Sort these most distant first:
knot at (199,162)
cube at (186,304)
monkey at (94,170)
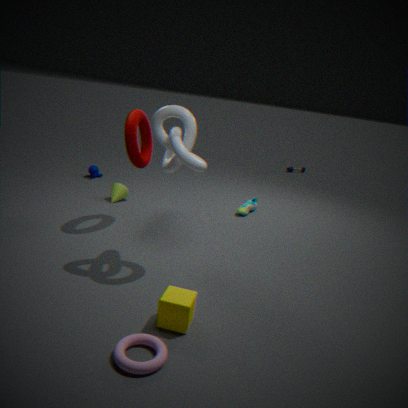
1. monkey at (94,170)
2. knot at (199,162)
3. cube at (186,304)
